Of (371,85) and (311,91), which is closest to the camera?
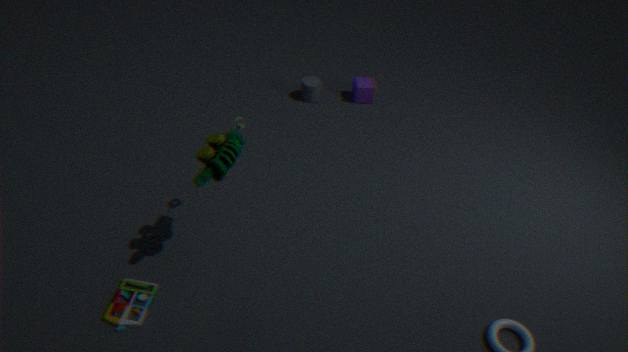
(311,91)
